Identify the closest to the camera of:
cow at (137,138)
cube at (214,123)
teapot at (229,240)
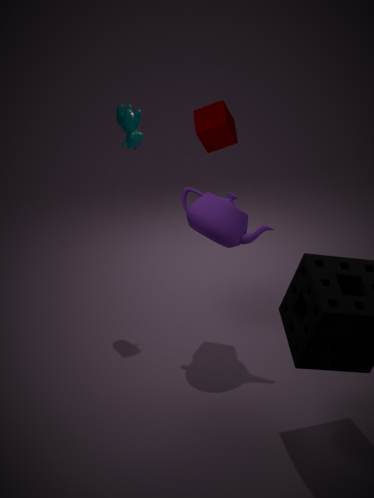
teapot at (229,240)
